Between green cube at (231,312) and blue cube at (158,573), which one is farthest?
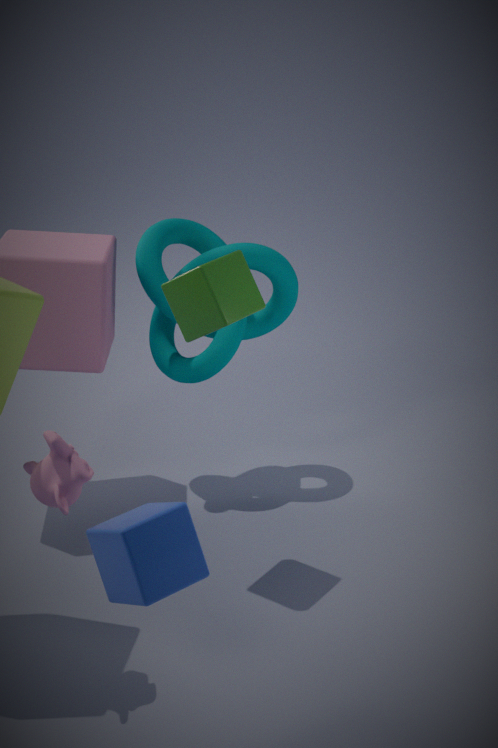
green cube at (231,312)
